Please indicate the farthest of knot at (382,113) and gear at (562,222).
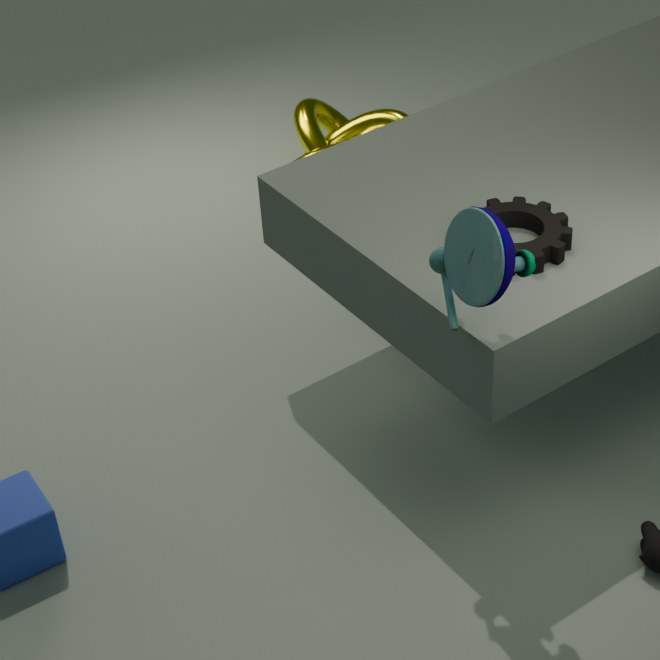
knot at (382,113)
